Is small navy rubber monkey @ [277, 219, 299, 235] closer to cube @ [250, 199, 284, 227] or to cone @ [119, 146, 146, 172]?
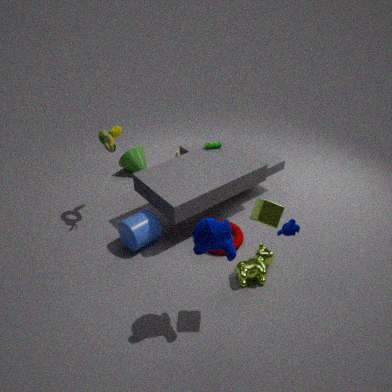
cube @ [250, 199, 284, 227]
